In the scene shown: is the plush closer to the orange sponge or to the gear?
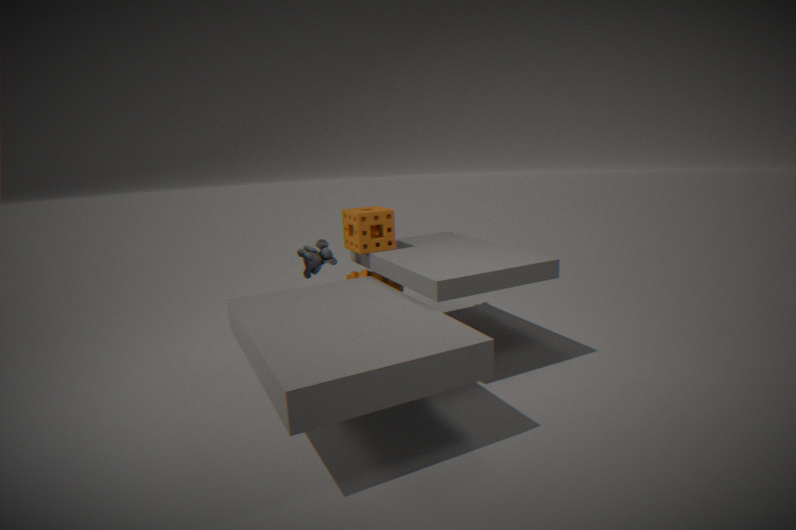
the orange sponge
